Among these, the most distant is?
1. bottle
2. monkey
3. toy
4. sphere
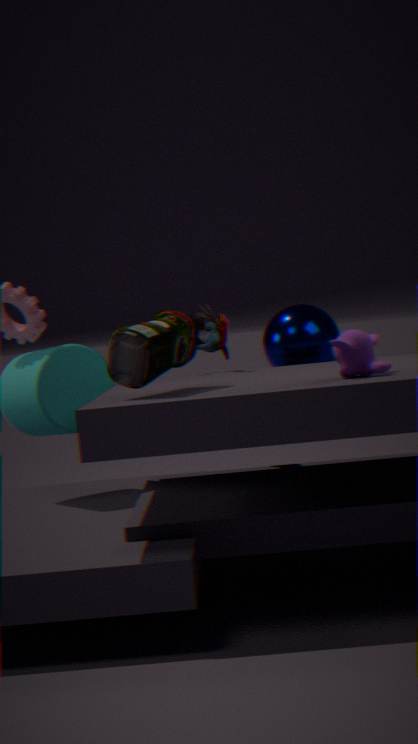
sphere
